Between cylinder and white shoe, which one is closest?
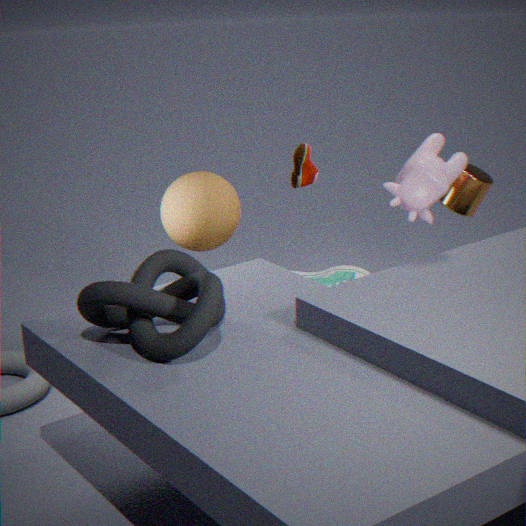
cylinder
